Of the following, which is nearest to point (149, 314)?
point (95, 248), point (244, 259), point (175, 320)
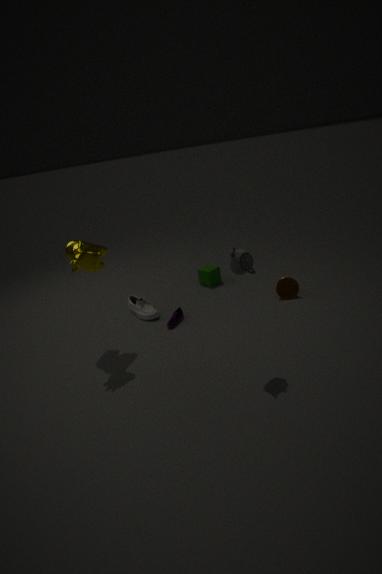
point (175, 320)
